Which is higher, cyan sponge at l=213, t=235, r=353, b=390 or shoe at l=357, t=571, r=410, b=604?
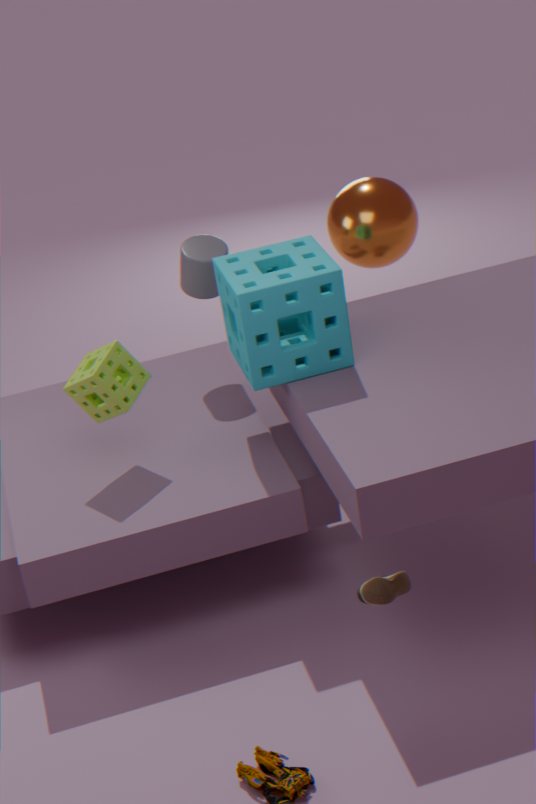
cyan sponge at l=213, t=235, r=353, b=390
